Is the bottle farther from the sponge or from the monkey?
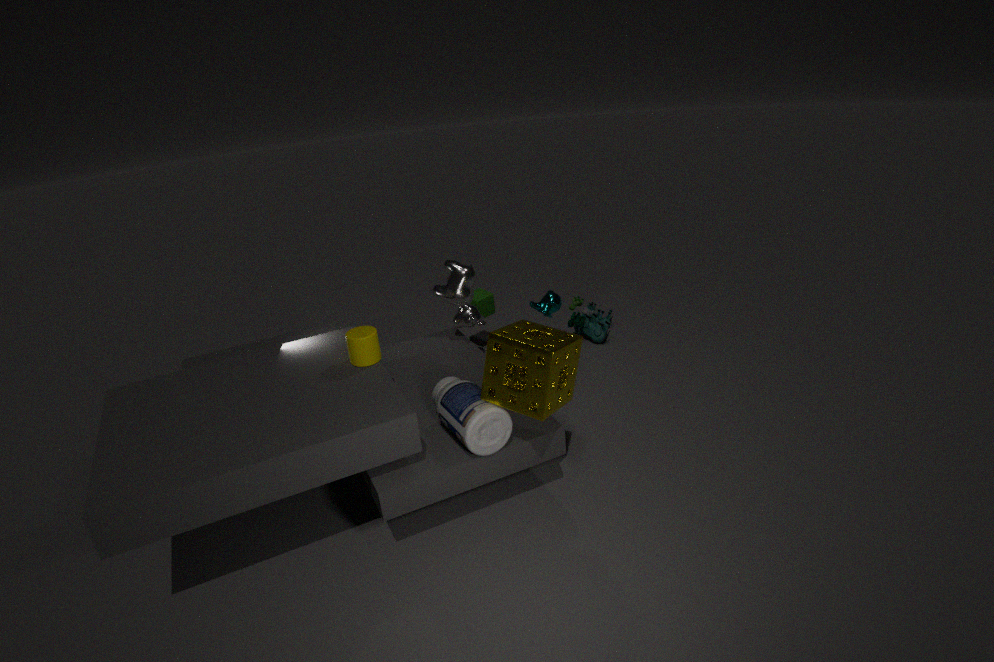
the monkey
